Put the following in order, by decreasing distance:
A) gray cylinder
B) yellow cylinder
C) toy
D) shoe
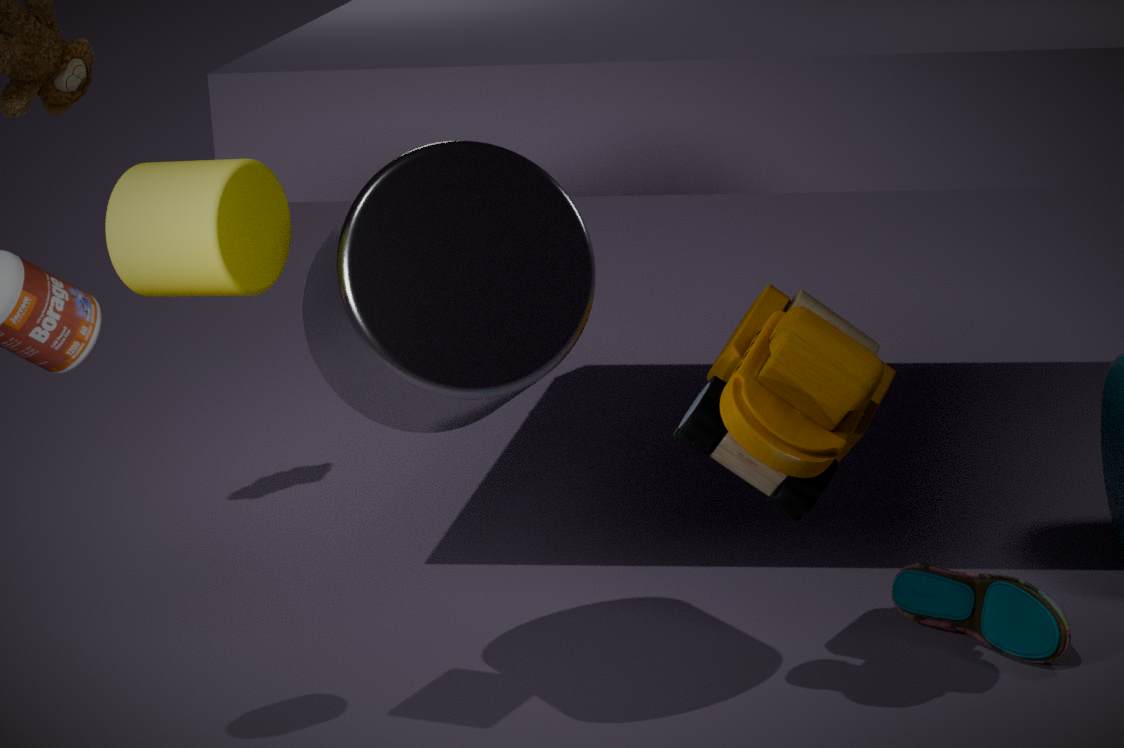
shoe
toy
gray cylinder
yellow cylinder
